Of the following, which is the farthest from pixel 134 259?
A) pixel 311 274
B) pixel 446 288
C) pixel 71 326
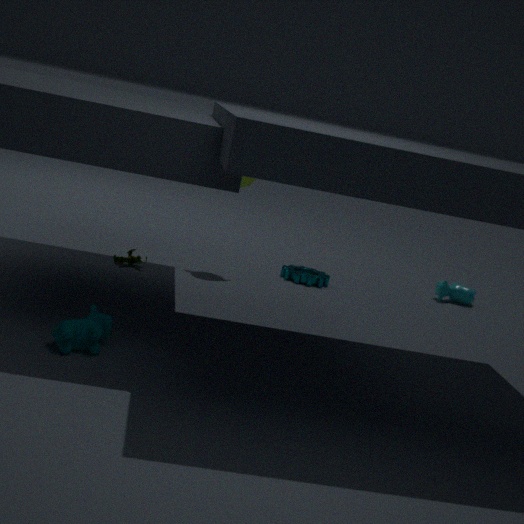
pixel 446 288
